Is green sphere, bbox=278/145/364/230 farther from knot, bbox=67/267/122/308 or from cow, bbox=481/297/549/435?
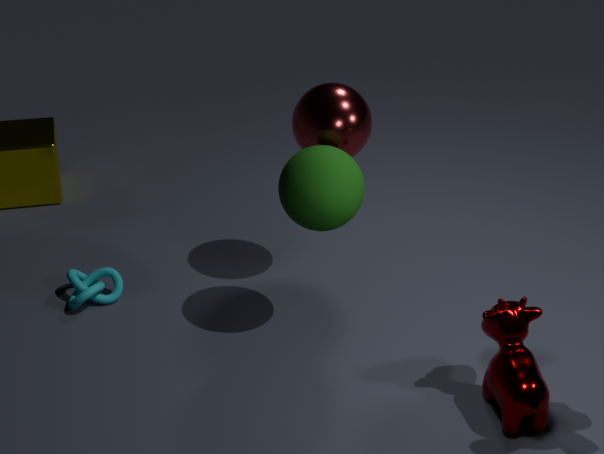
knot, bbox=67/267/122/308
